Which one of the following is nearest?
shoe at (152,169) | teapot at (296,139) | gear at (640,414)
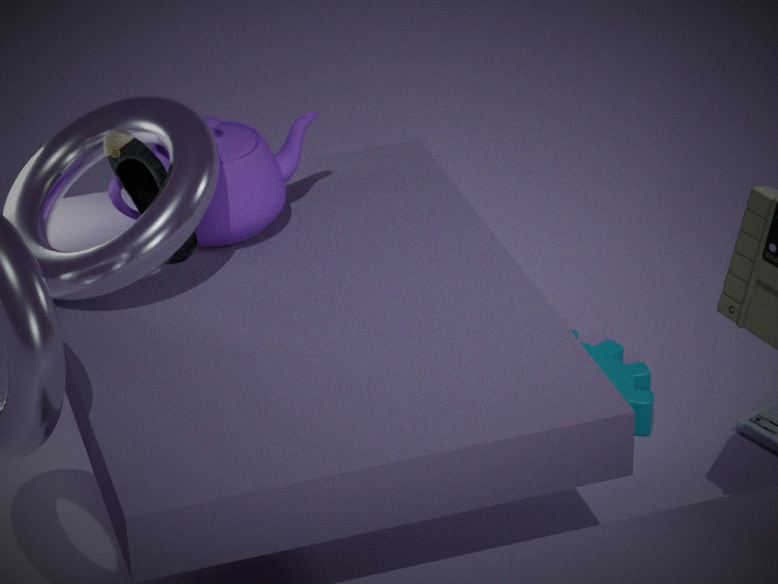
shoe at (152,169)
